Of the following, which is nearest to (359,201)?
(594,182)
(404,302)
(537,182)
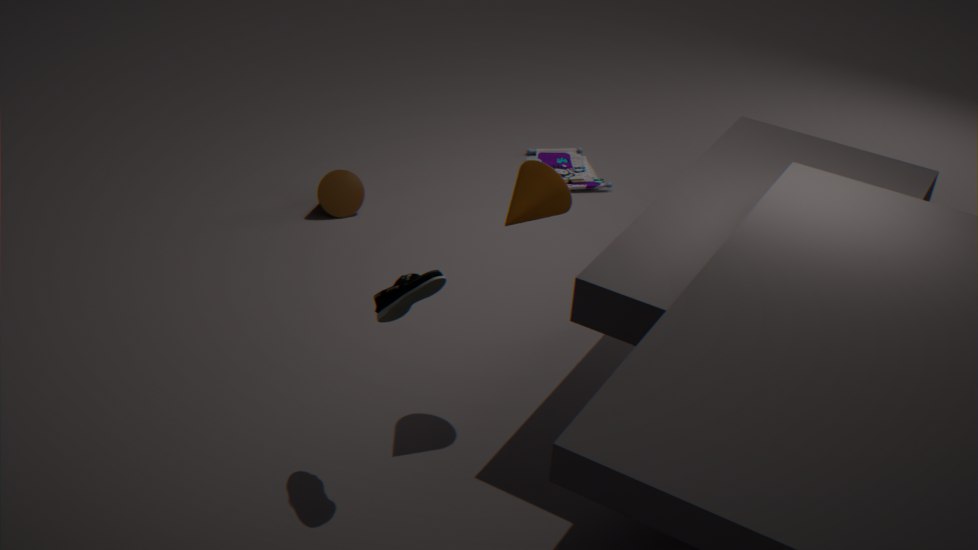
(594,182)
